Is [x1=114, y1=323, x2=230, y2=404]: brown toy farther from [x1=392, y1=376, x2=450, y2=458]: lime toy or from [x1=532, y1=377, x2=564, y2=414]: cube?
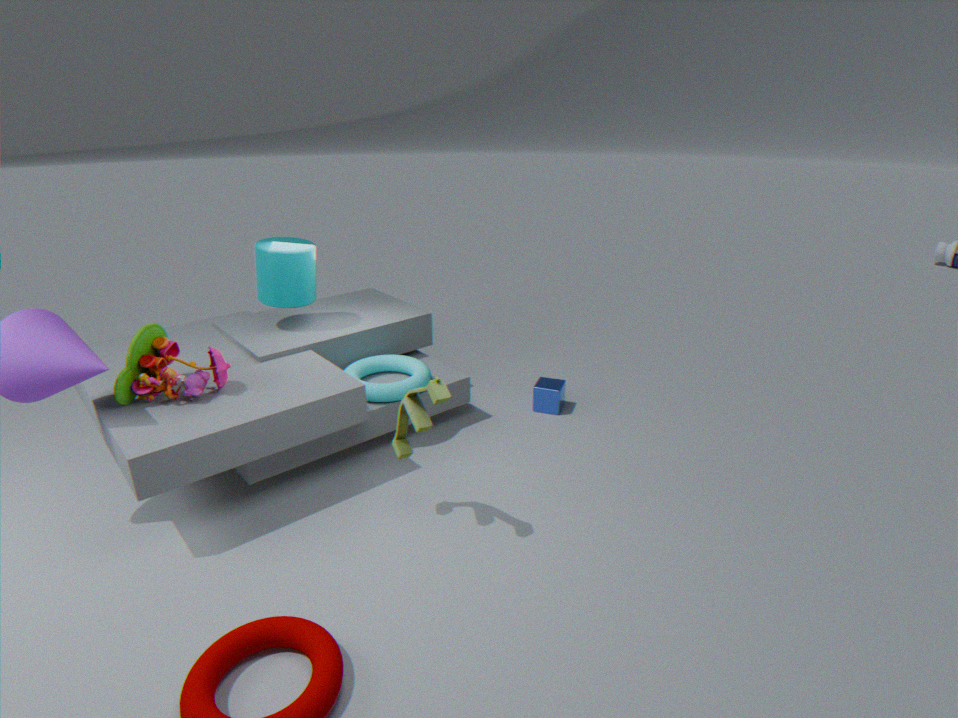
[x1=532, y1=377, x2=564, y2=414]: cube
